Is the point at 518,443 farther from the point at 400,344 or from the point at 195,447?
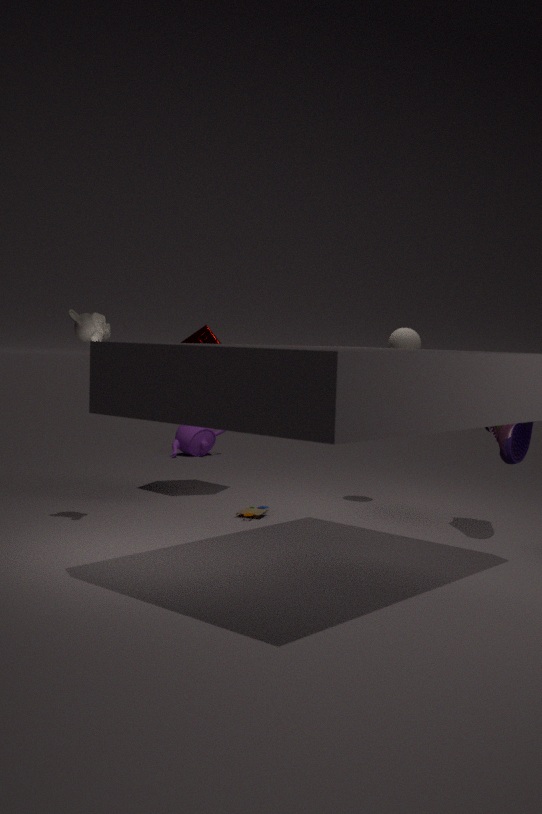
the point at 195,447
